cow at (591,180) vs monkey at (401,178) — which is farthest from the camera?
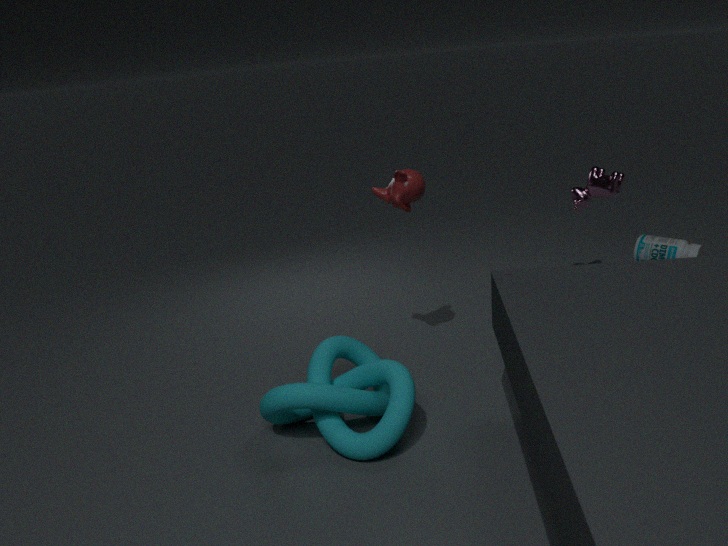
cow at (591,180)
